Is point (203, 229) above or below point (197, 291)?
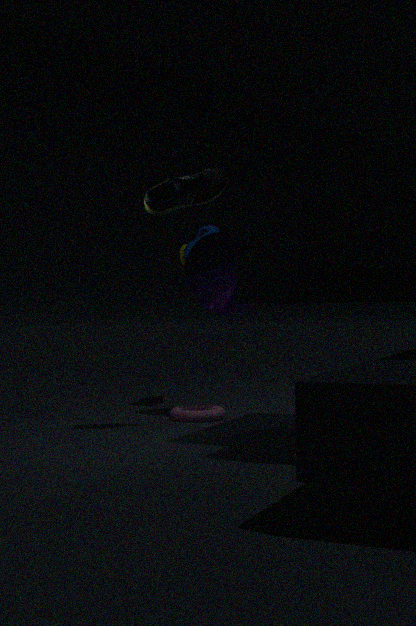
above
